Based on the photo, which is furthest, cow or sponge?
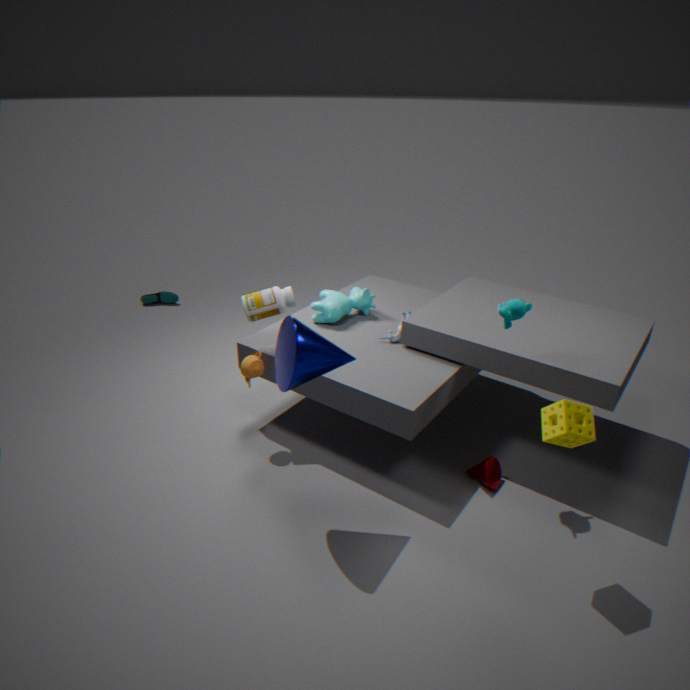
cow
